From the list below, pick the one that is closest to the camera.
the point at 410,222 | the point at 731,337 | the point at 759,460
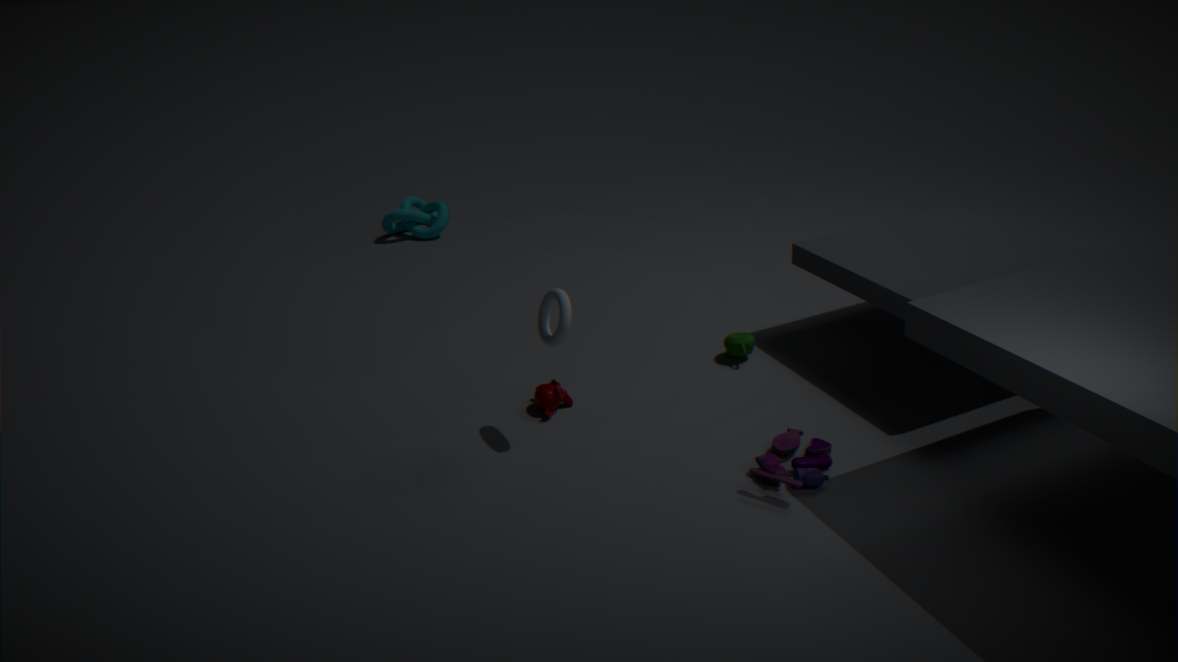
the point at 759,460
